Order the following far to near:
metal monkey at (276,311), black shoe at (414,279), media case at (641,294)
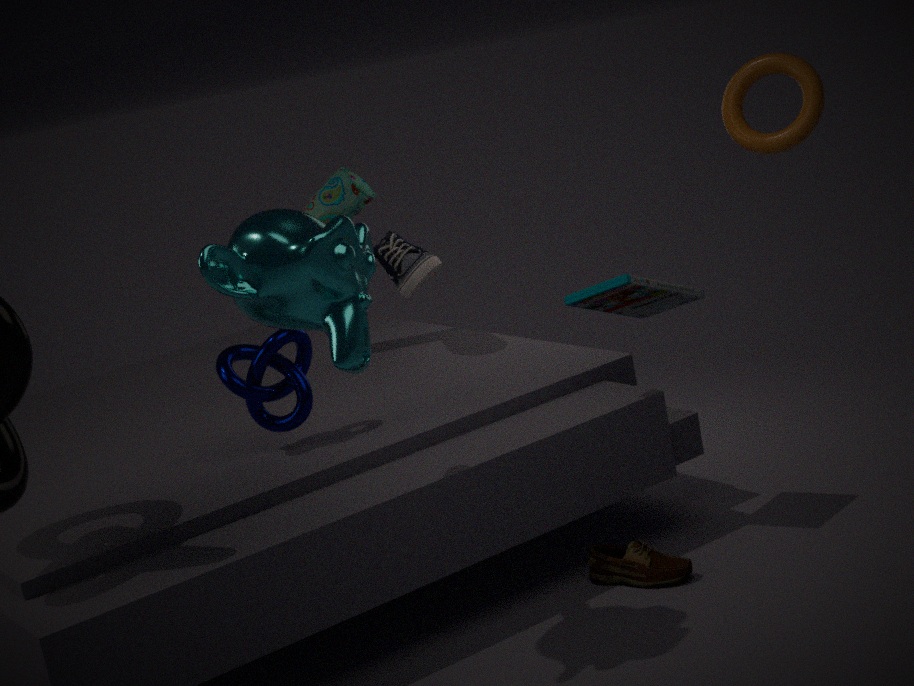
black shoe at (414,279), media case at (641,294), metal monkey at (276,311)
